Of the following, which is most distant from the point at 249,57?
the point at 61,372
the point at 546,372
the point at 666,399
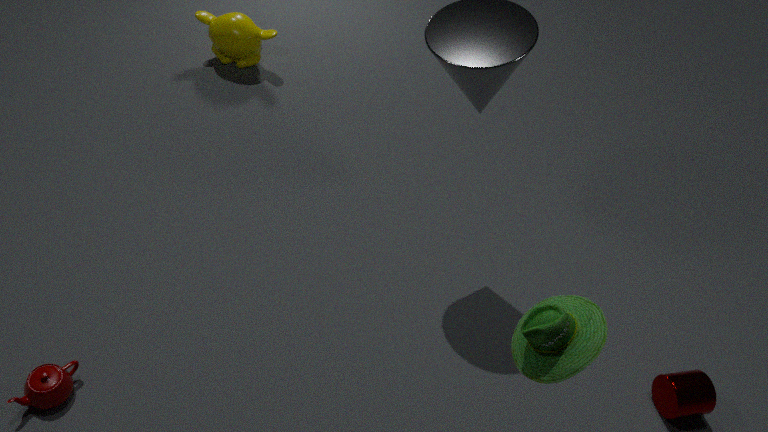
the point at 666,399
